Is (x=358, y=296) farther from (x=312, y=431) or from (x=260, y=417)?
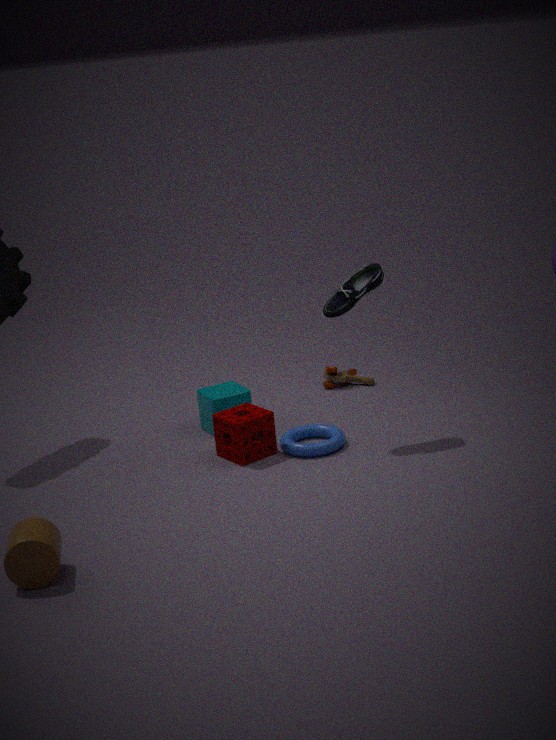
(x=260, y=417)
